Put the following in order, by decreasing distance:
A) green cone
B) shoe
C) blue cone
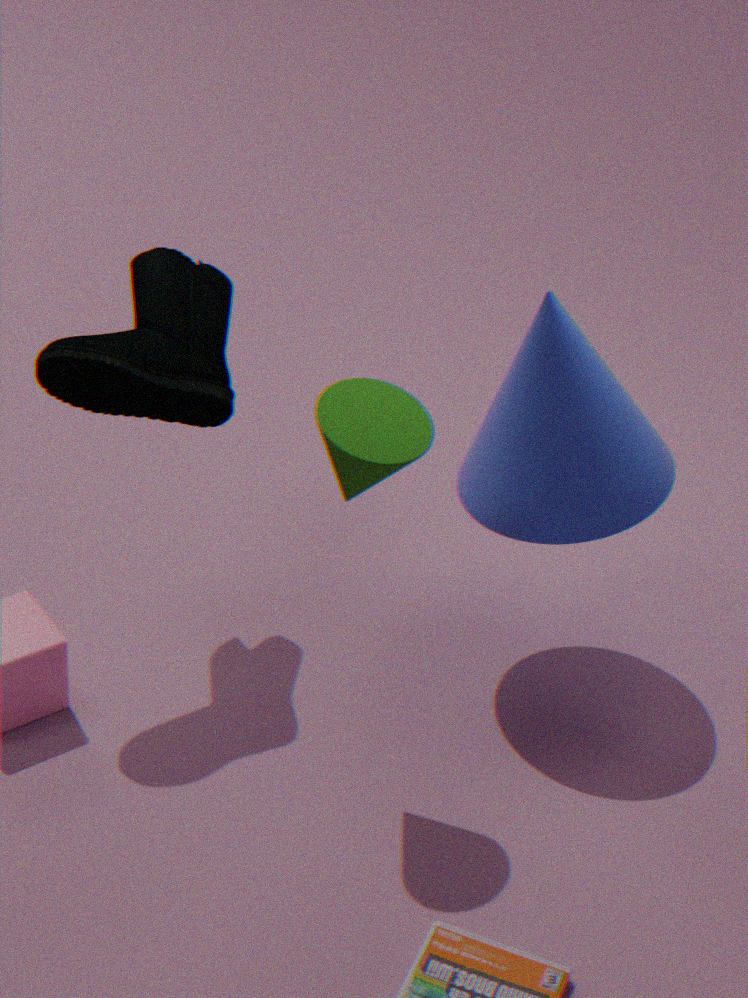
blue cone
shoe
green cone
